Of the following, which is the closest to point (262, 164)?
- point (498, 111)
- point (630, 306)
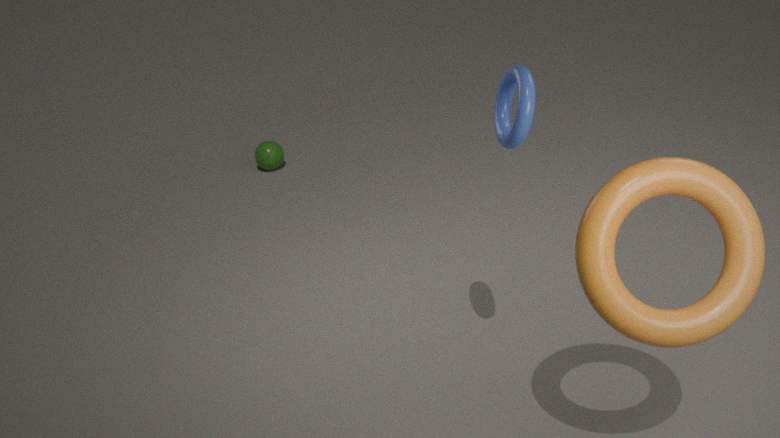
point (498, 111)
